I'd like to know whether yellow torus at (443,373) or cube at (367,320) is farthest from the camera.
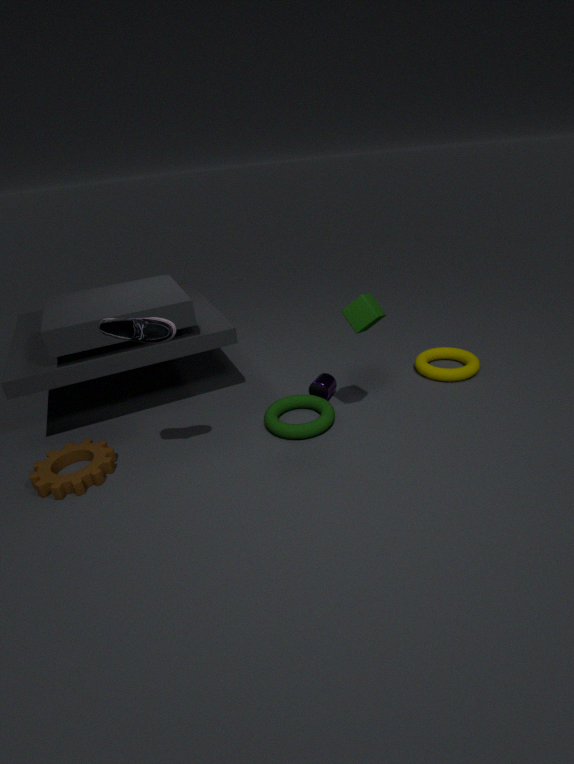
A: yellow torus at (443,373)
